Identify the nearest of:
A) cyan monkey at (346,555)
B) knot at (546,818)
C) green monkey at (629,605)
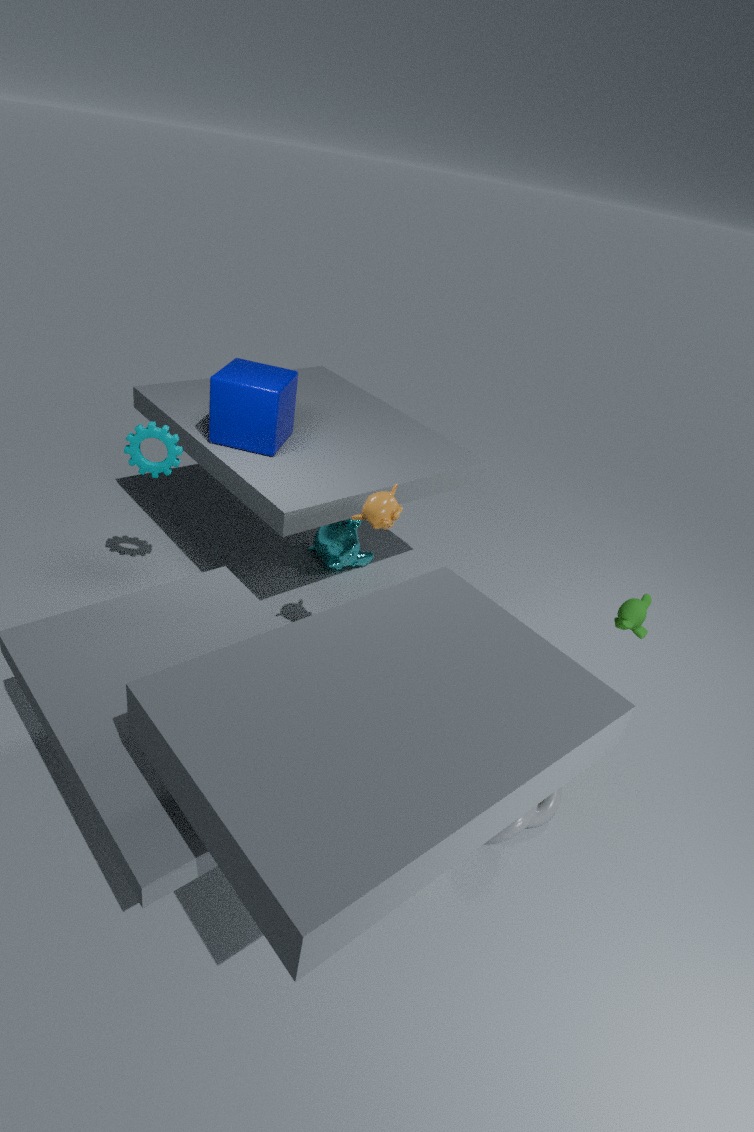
knot at (546,818)
